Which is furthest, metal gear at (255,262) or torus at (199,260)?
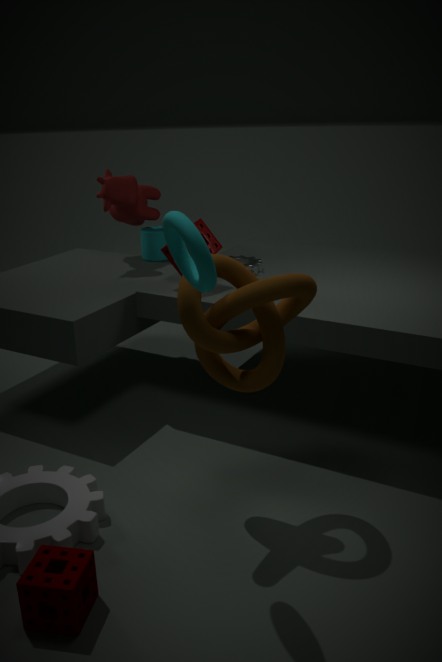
metal gear at (255,262)
